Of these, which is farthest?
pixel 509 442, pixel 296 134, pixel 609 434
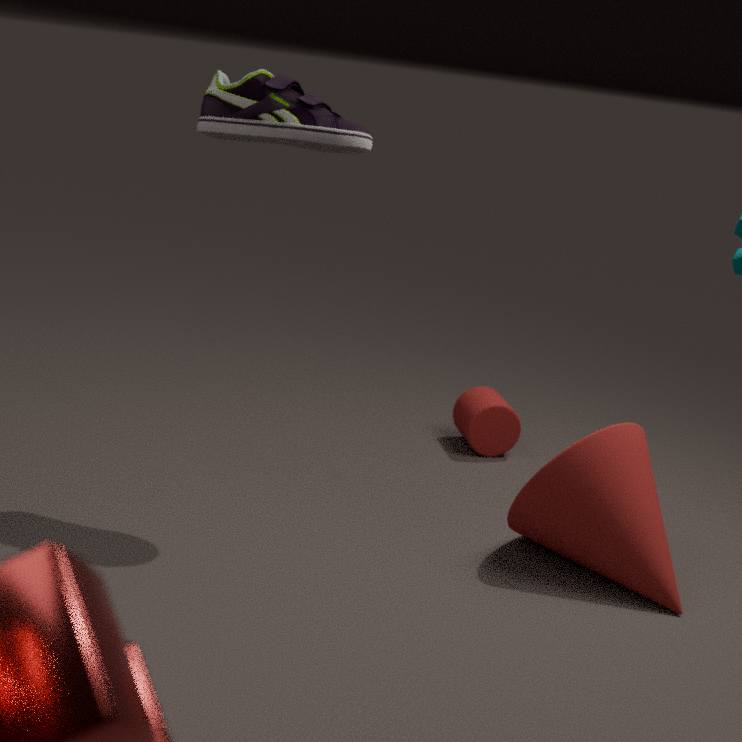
pixel 509 442
